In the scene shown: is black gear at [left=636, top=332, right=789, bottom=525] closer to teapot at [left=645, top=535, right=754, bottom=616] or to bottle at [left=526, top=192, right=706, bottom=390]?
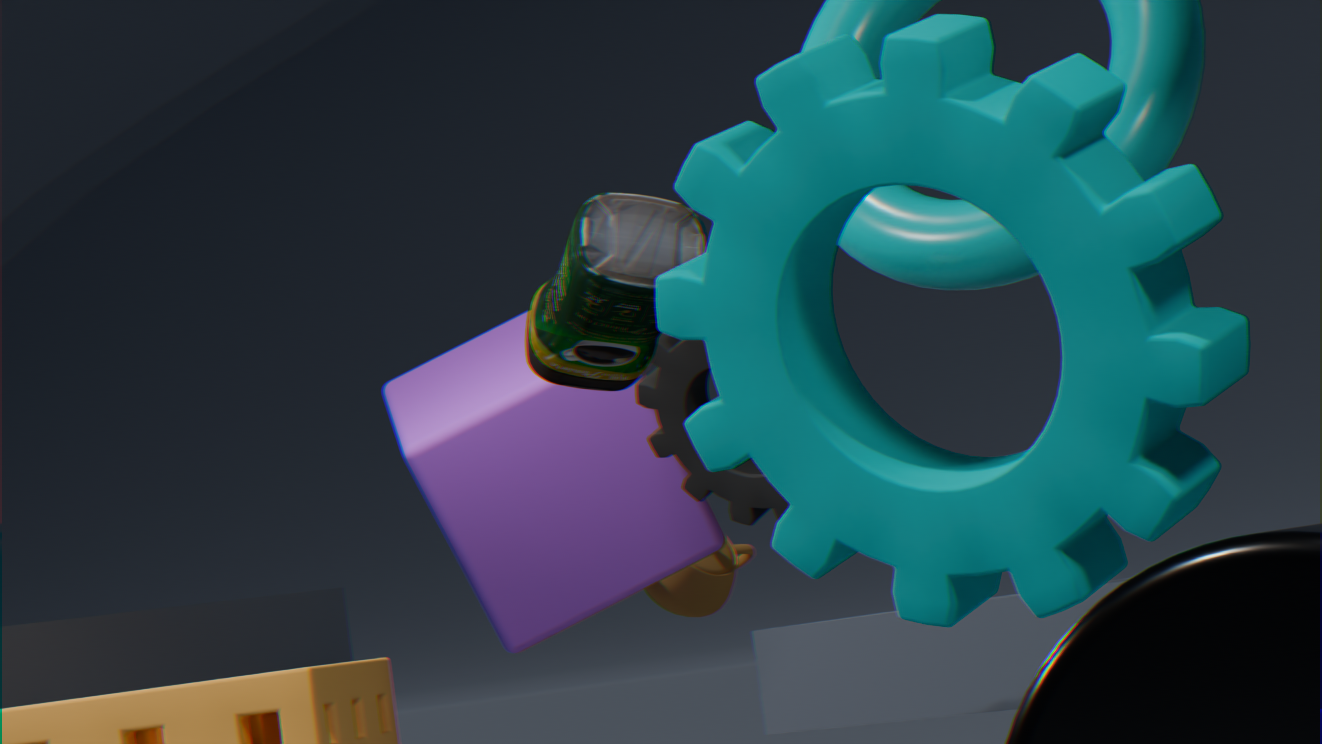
bottle at [left=526, top=192, right=706, bottom=390]
